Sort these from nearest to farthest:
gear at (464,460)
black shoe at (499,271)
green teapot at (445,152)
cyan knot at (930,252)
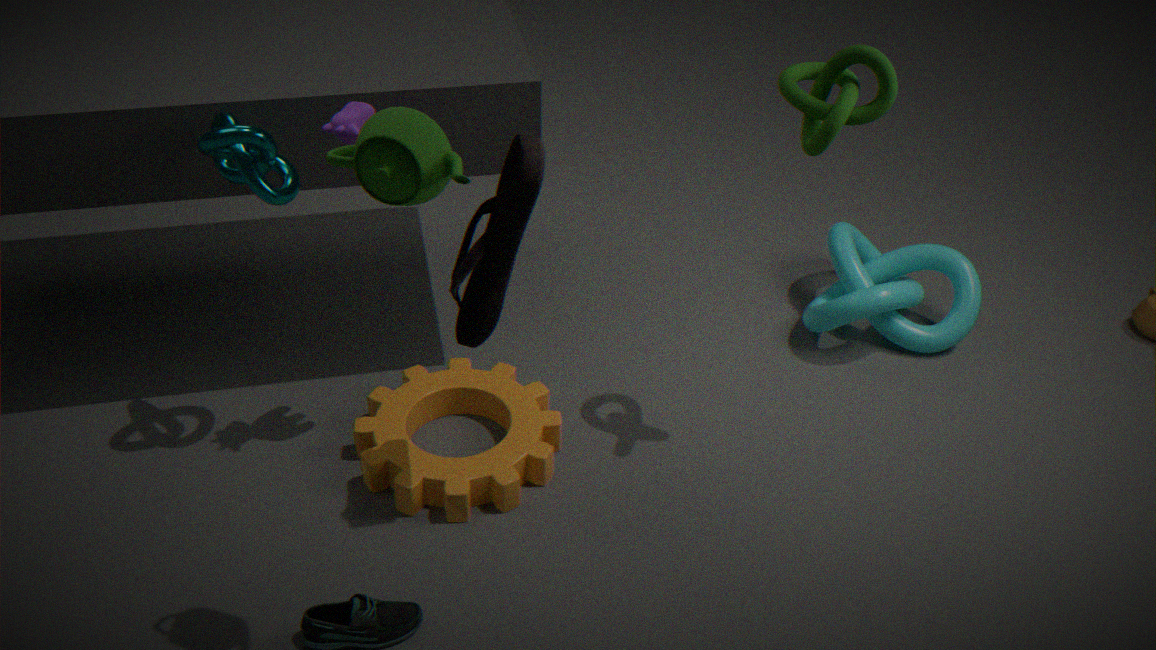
green teapot at (445,152) < black shoe at (499,271) < gear at (464,460) < cyan knot at (930,252)
